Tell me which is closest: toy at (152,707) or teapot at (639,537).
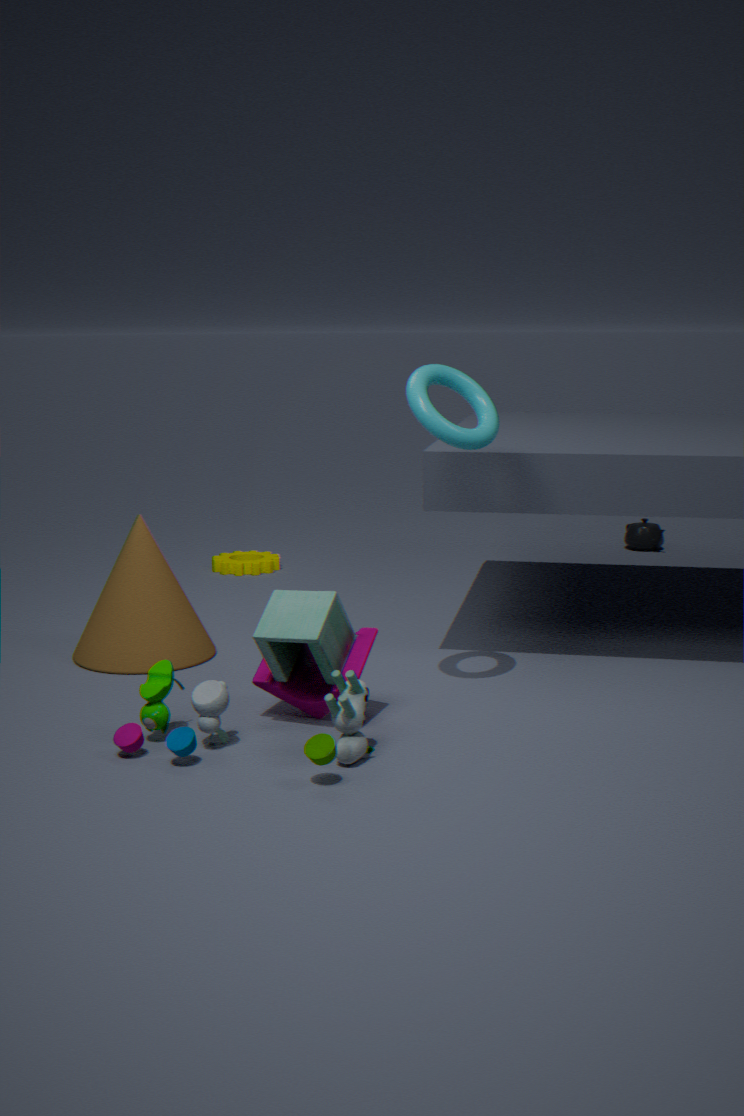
toy at (152,707)
